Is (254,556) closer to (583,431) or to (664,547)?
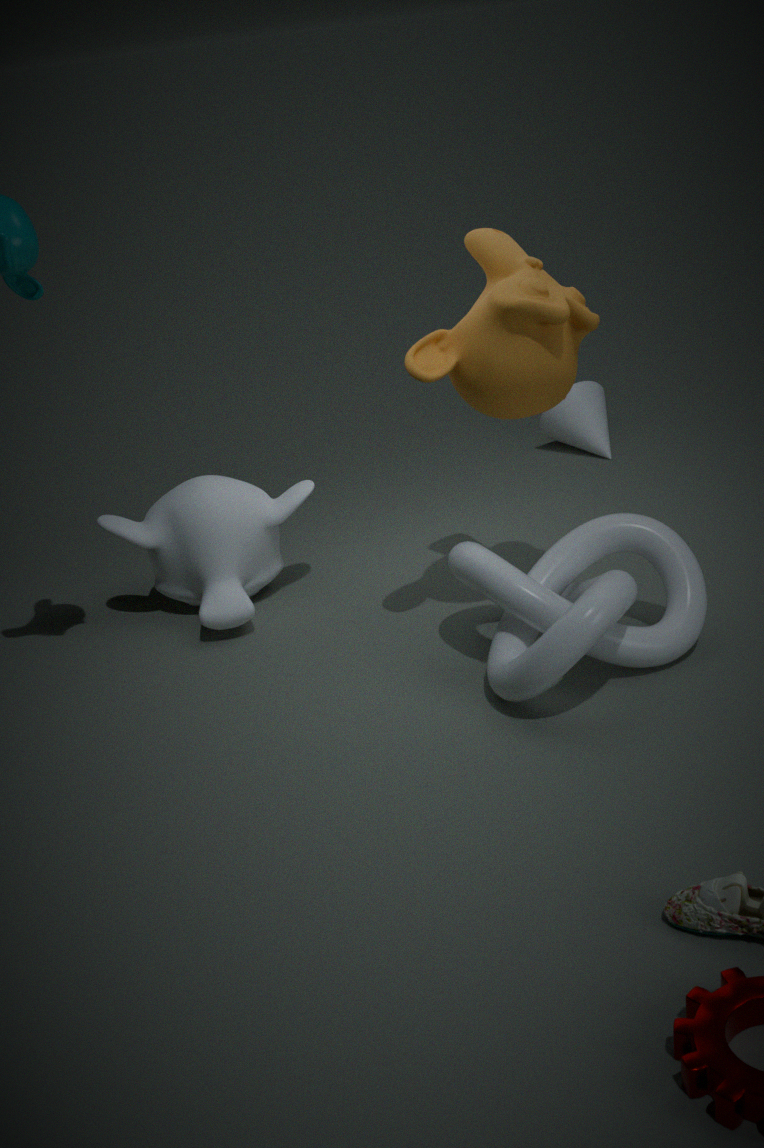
(664,547)
